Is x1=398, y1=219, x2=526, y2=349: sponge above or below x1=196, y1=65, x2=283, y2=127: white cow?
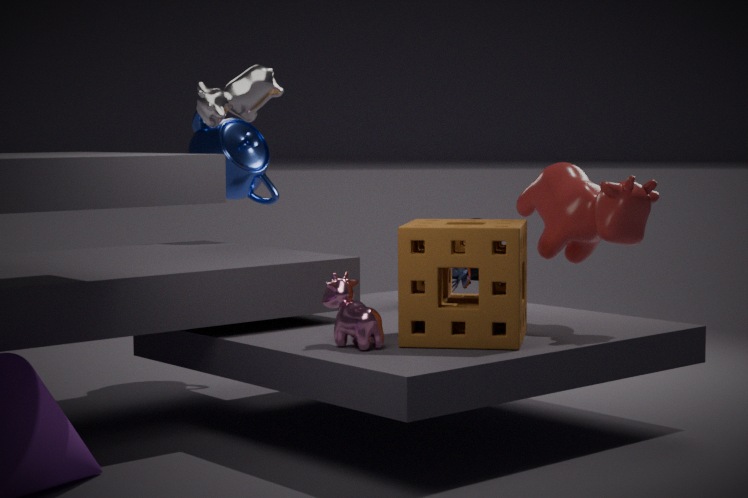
below
